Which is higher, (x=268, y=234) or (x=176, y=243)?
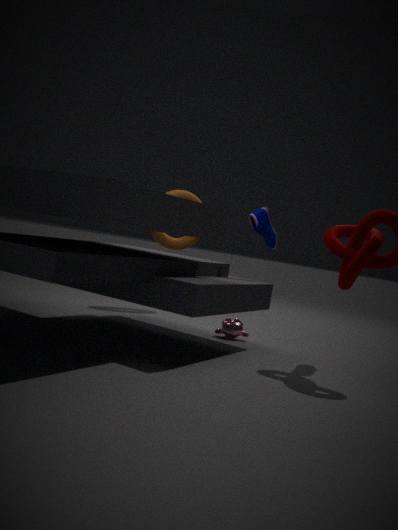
(x=268, y=234)
